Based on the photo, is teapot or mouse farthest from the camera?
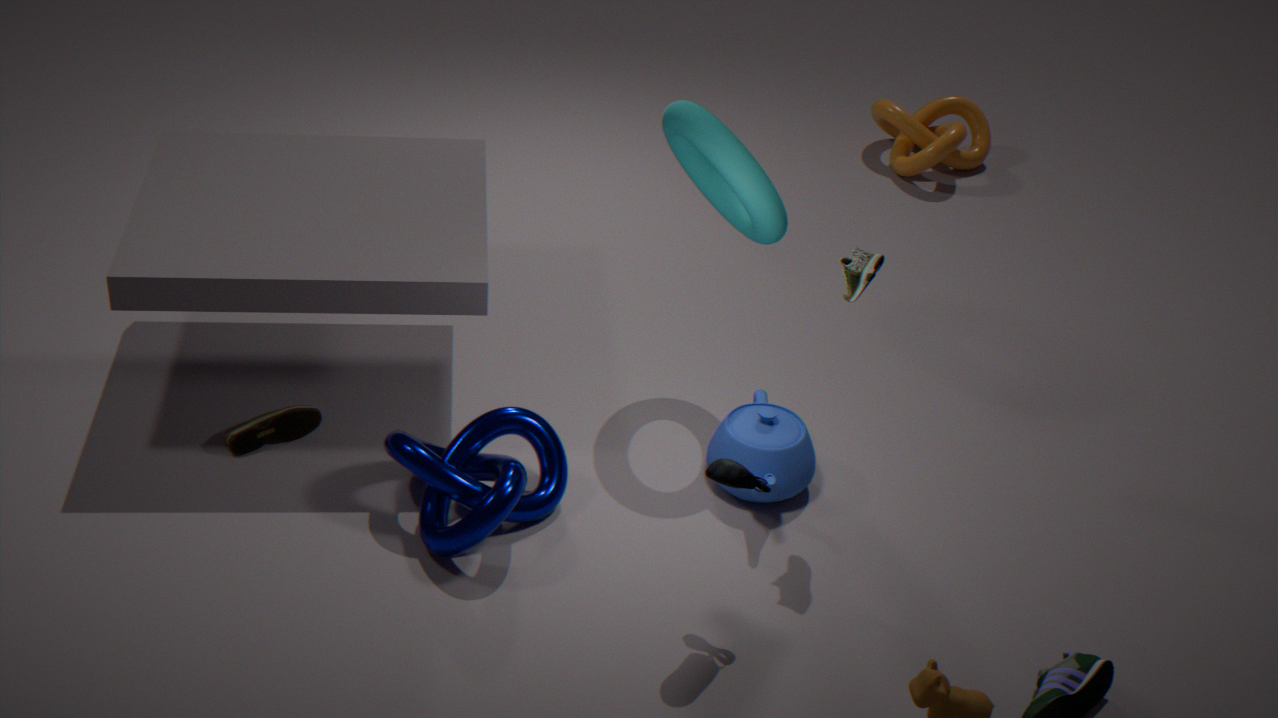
teapot
